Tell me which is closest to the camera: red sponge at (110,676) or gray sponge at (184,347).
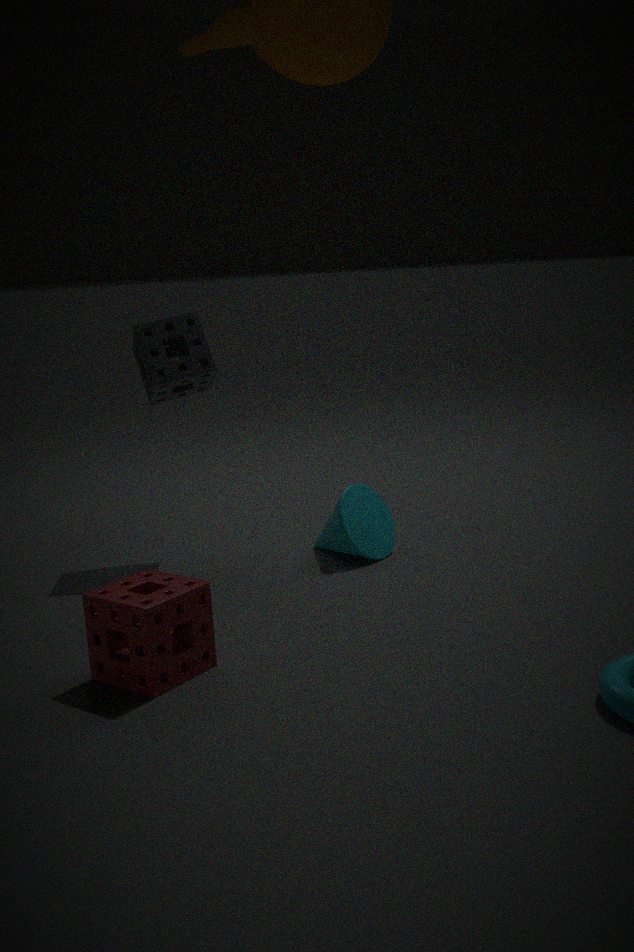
red sponge at (110,676)
